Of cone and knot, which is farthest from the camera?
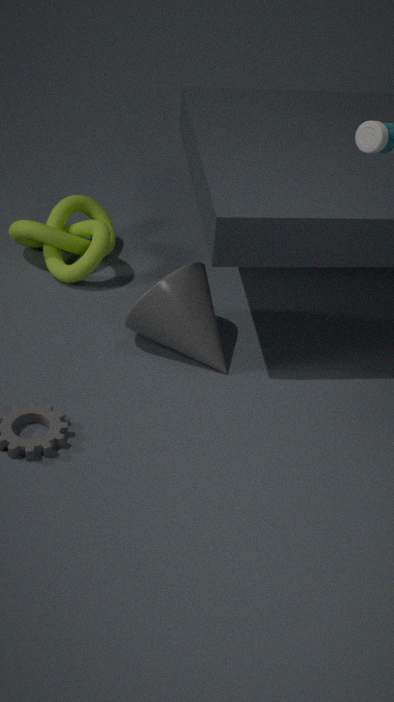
knot
